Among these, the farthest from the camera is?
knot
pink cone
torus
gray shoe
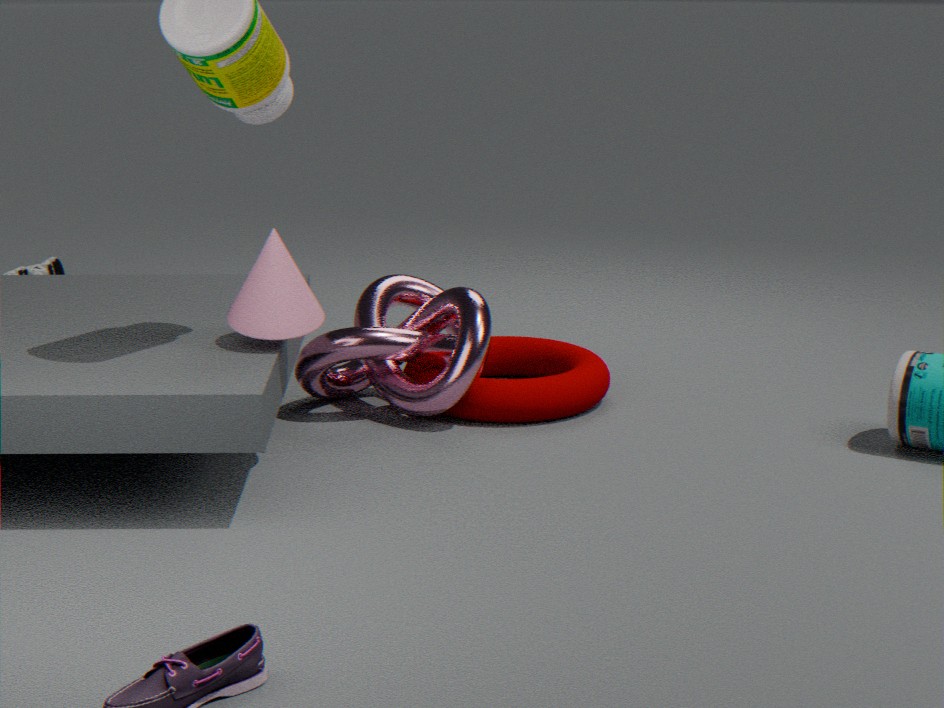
gray shoe
